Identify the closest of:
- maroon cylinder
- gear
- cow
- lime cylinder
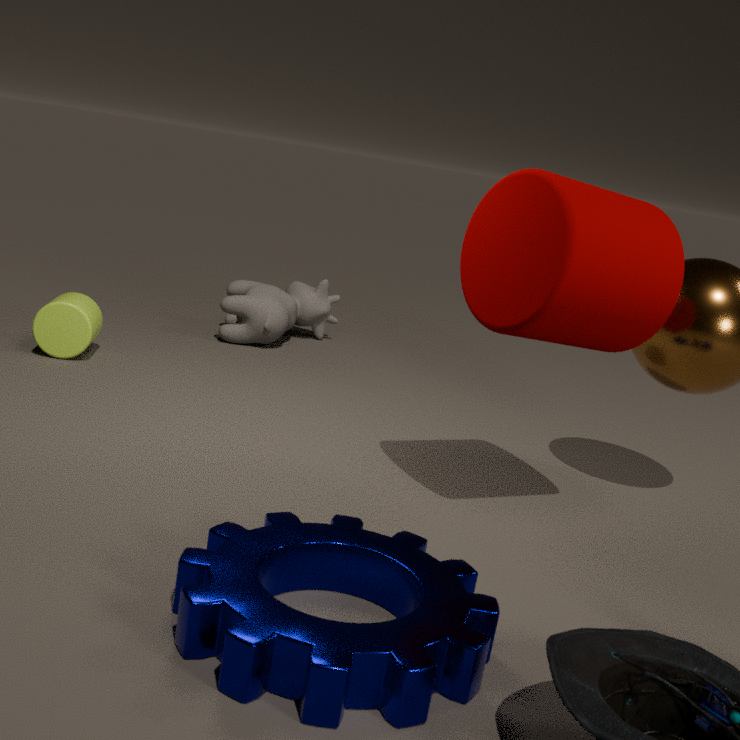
gear
